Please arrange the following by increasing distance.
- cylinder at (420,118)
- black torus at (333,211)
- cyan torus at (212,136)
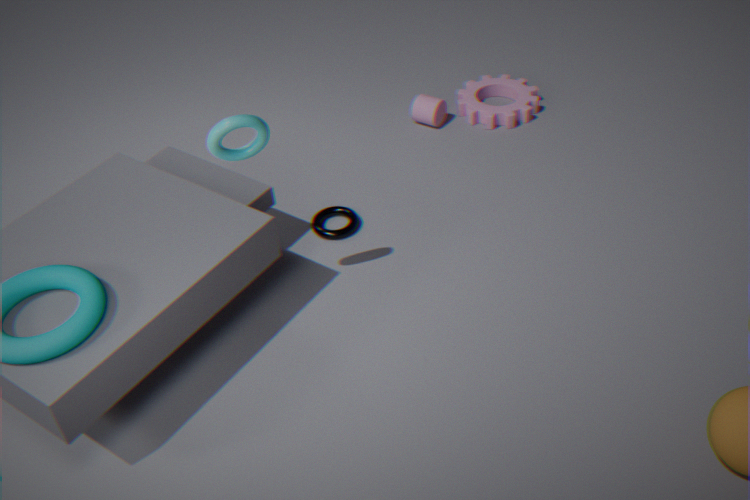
cyan torus at (212,136) < black torus at (333,211) < cylinder at (420,118)
